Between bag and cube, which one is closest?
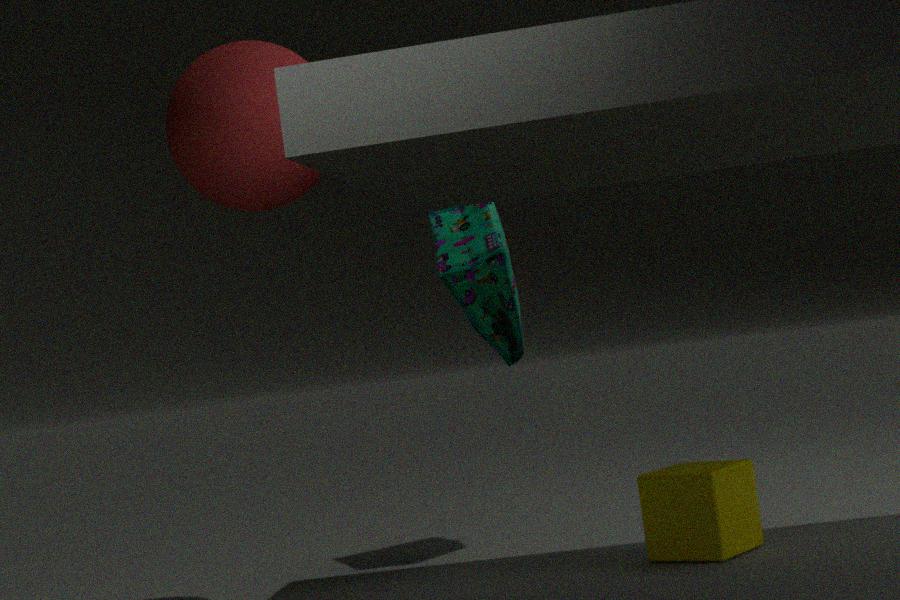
cube
